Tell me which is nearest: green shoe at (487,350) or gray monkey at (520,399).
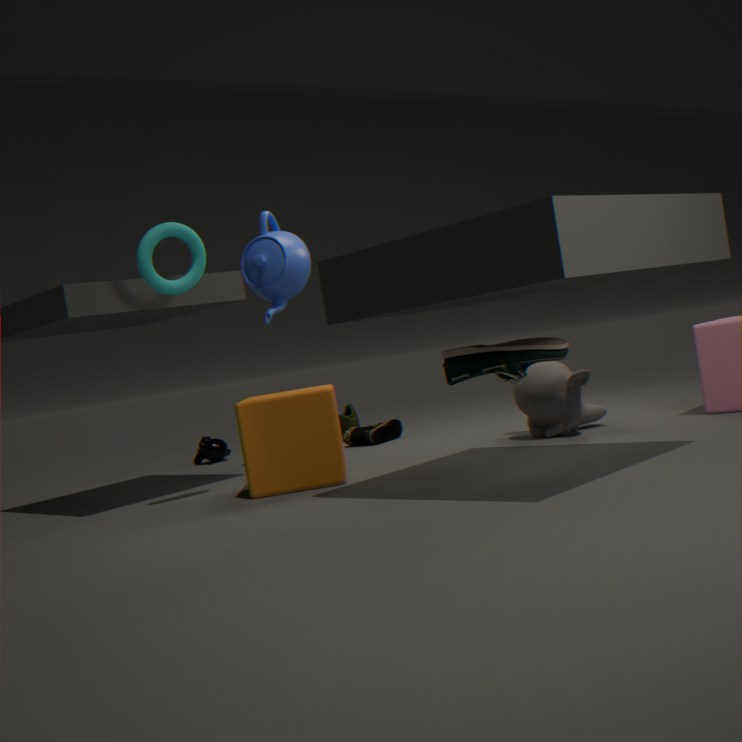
green shoe at (487,350)
